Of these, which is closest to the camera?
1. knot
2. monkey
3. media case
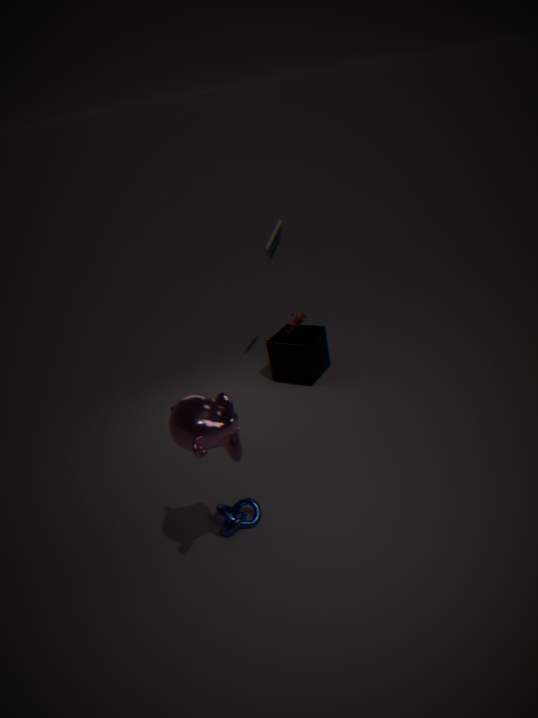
monkey
